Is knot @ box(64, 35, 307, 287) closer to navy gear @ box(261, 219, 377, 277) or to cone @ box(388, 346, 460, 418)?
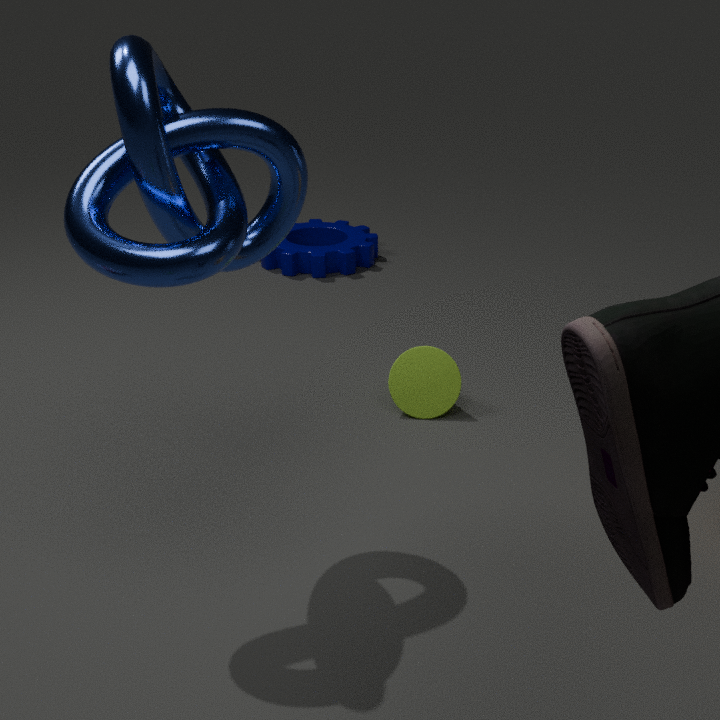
cone @ box(388, 346, 460, 418)
